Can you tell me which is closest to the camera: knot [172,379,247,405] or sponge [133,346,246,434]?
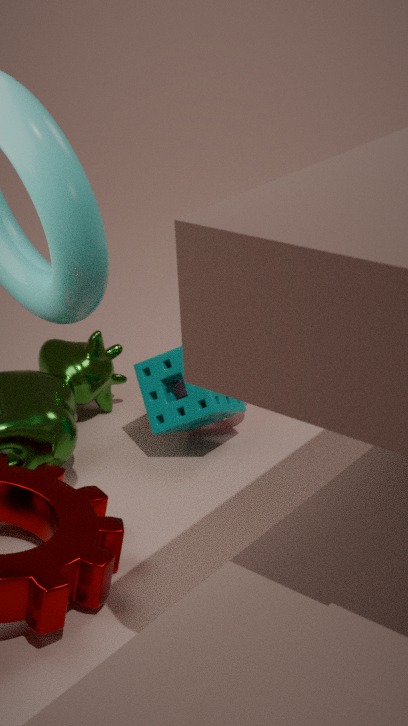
sponge [133,346,246,434]
